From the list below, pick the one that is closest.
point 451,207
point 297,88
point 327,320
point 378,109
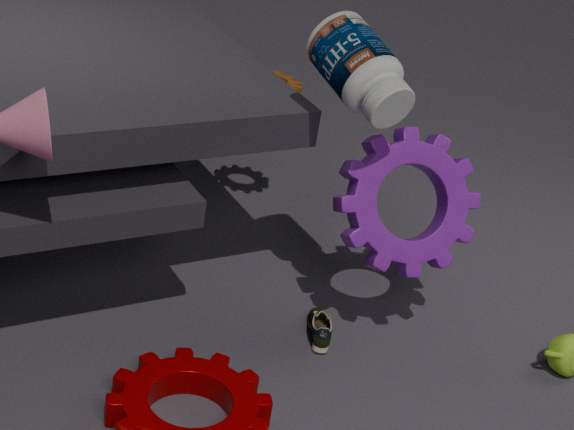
point 378,109
